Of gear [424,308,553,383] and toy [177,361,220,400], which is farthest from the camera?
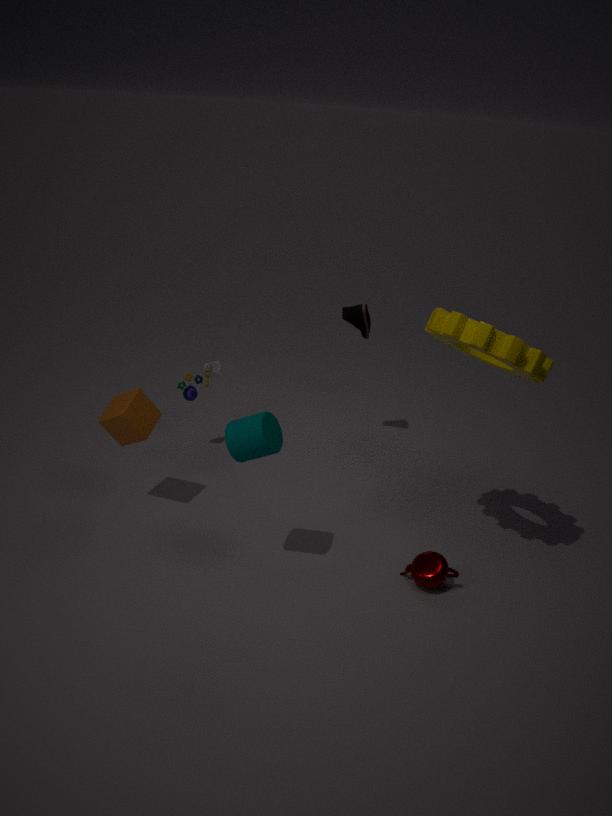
toy [177,361,220,400]
